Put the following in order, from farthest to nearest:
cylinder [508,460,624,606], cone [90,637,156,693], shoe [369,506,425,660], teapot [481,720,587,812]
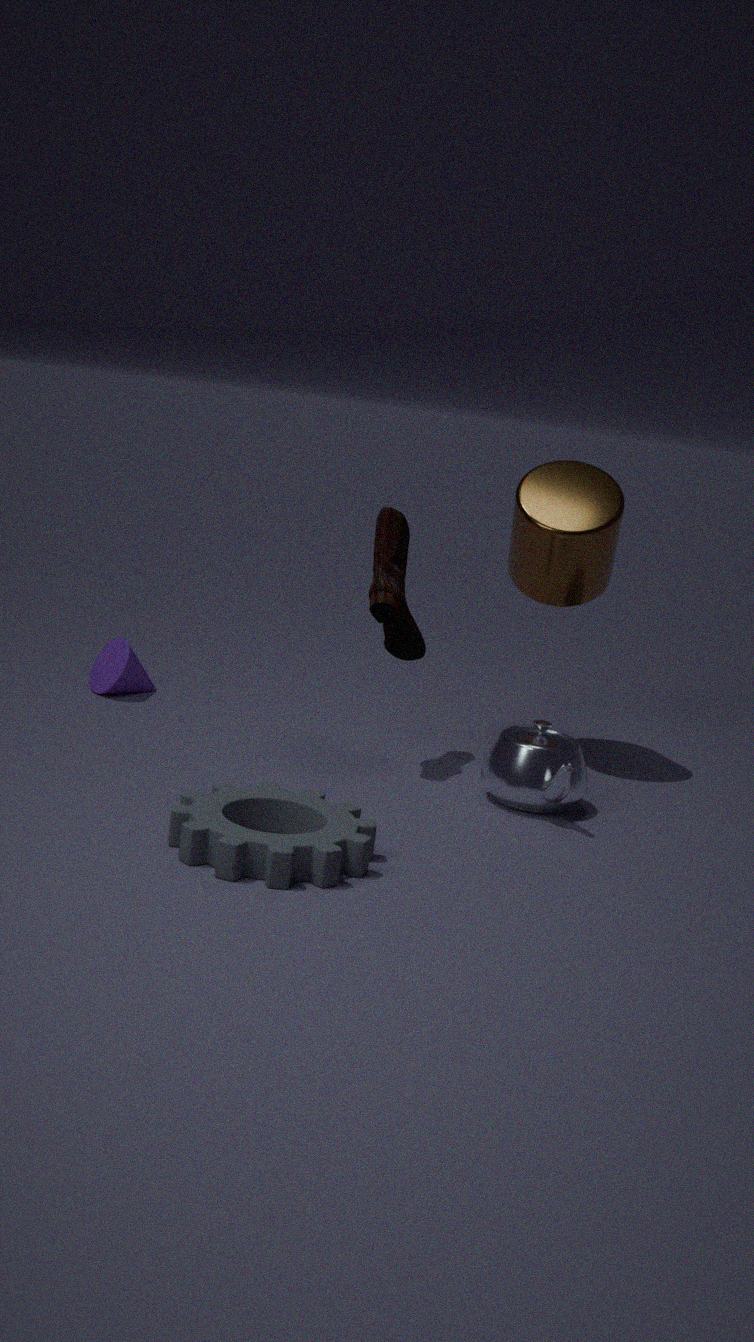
1. cone [90,637,156,693]
2. cylinder [508,460,624,606]
3. shoe [369,506,425,660]
4. teapot [481,720,587,812]
